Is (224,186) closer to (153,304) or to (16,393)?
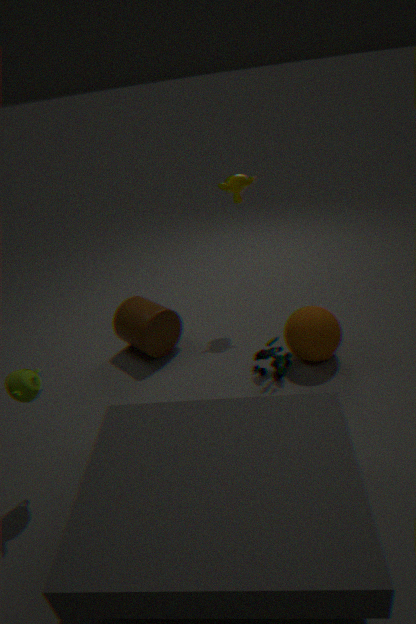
(153,304)
